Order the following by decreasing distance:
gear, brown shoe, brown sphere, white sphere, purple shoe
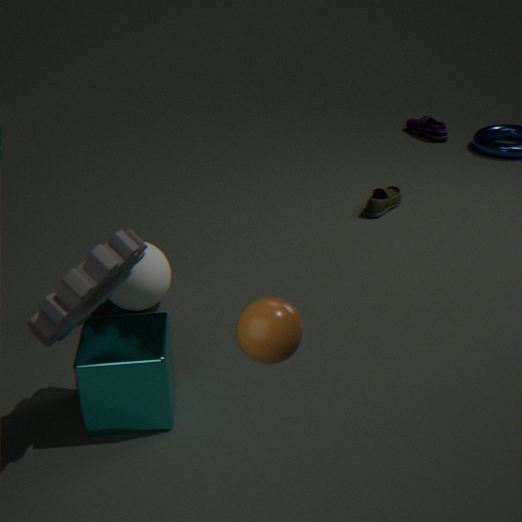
purple shoe < brown shoe < white sphere < gear < brown sphere
